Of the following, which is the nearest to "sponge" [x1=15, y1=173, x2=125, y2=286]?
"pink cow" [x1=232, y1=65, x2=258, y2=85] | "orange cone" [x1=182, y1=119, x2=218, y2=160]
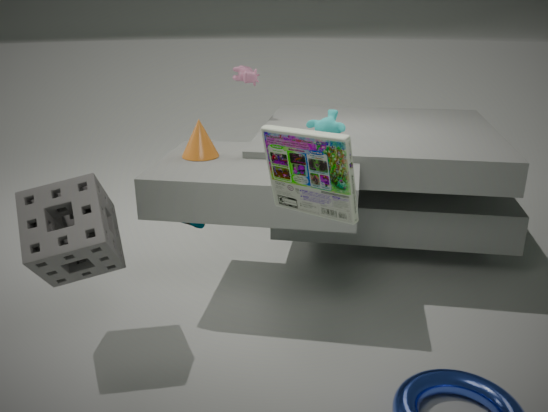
"orange cone" [x1=182, y1=119, x2=218, y2=160]
